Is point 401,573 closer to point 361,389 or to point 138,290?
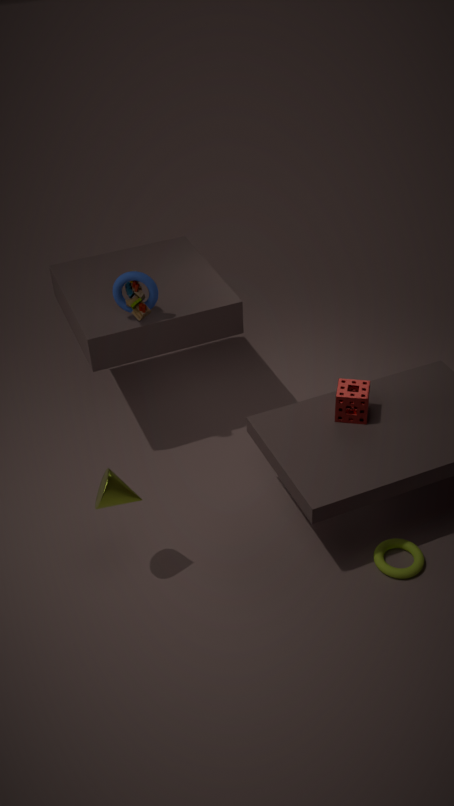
point 361,389
